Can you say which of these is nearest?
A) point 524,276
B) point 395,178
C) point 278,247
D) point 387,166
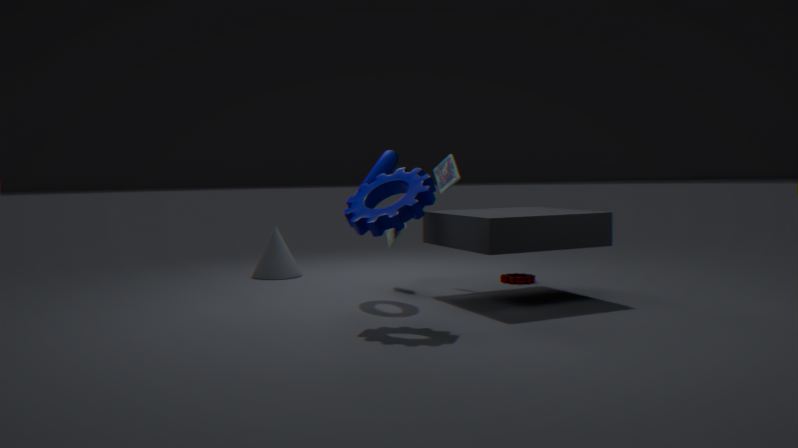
point 395,178
